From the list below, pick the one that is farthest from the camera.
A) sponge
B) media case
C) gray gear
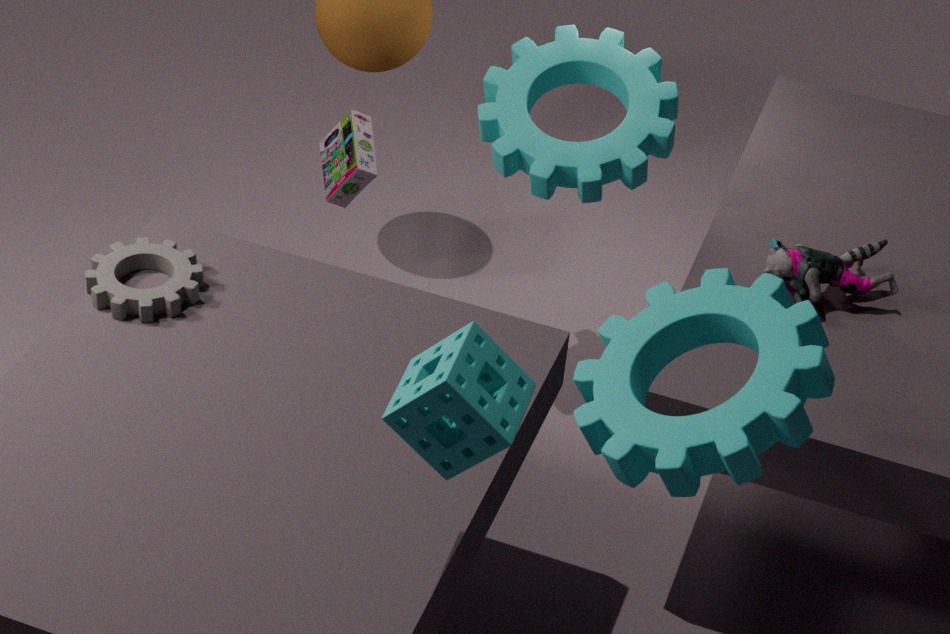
media case
